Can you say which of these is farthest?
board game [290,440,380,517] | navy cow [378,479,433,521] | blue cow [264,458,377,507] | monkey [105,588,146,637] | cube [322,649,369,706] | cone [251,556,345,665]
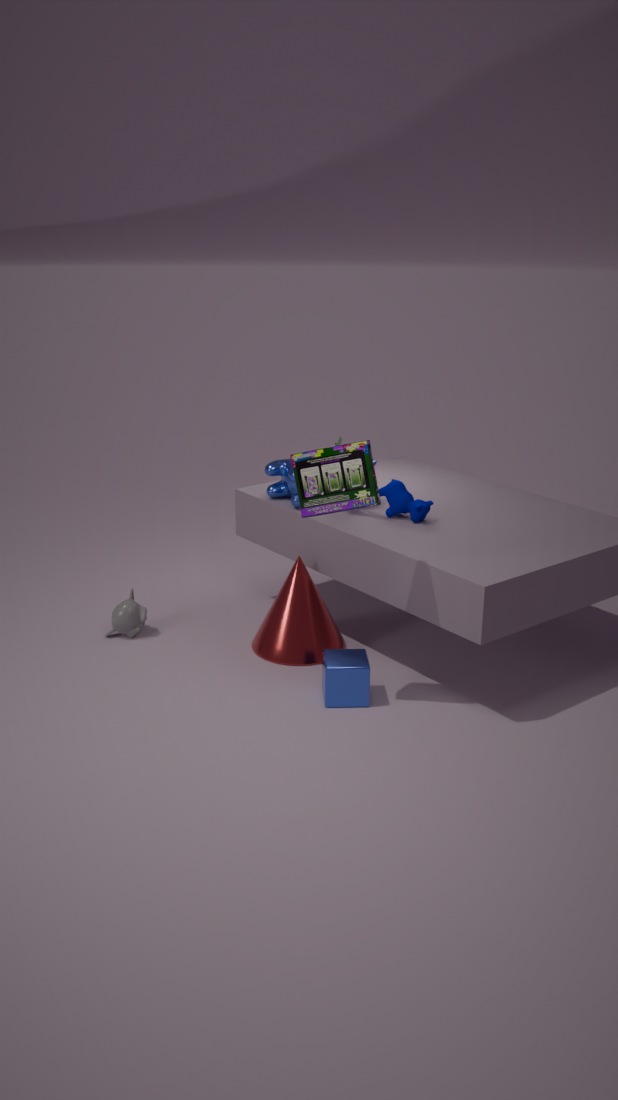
monkey [105,588,146,637]
